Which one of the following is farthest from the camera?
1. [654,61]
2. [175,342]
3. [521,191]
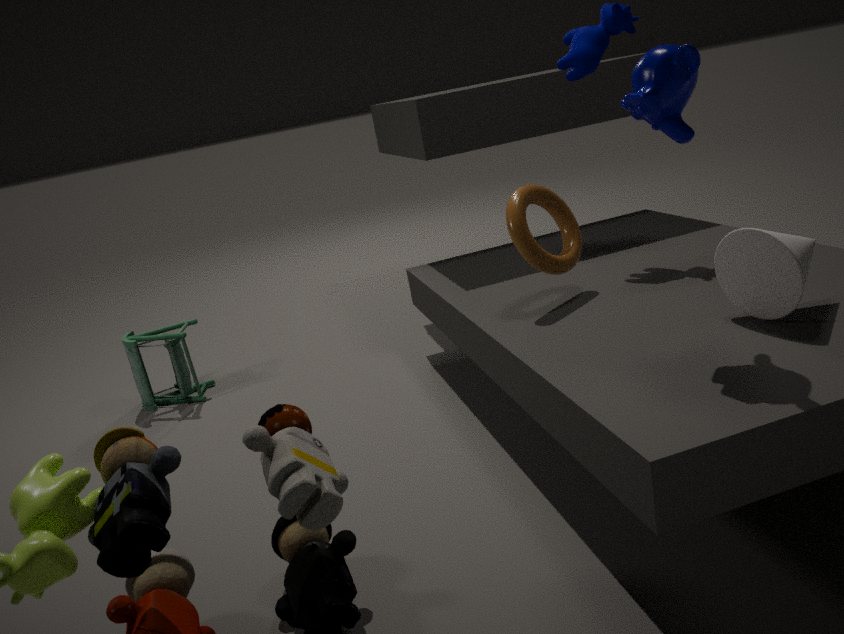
[175,342]
